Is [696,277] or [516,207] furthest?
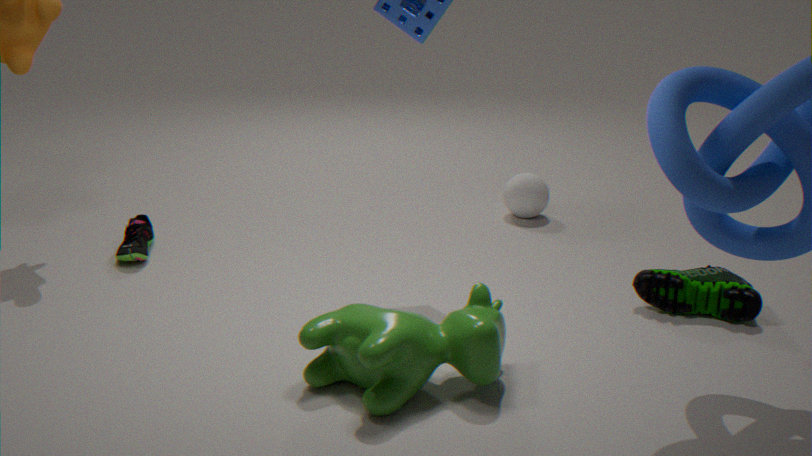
[516,207]
